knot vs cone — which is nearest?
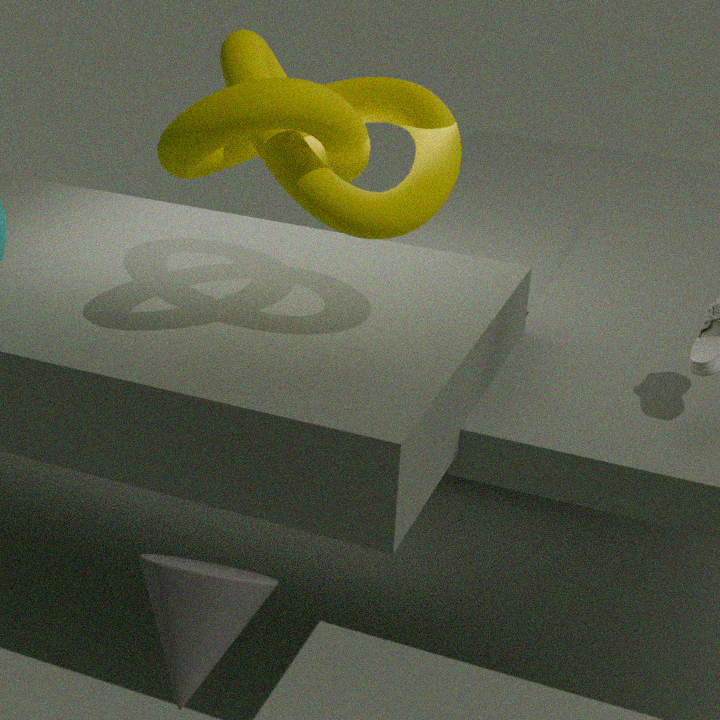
cone
